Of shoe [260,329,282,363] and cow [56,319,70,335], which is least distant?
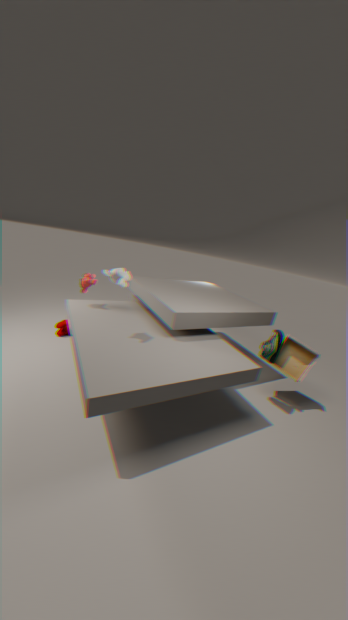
shoe [260,329,282,363]
